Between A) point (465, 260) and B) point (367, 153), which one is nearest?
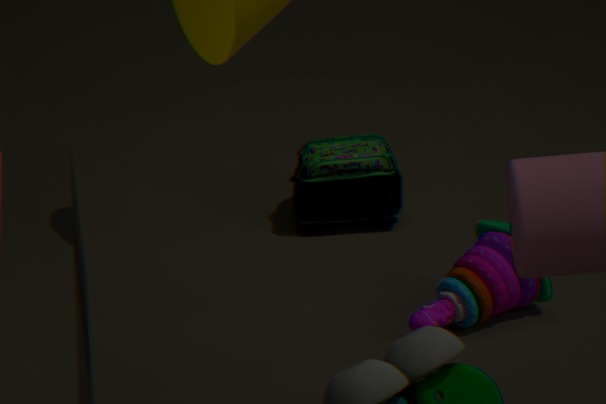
A. point (465, 260)
